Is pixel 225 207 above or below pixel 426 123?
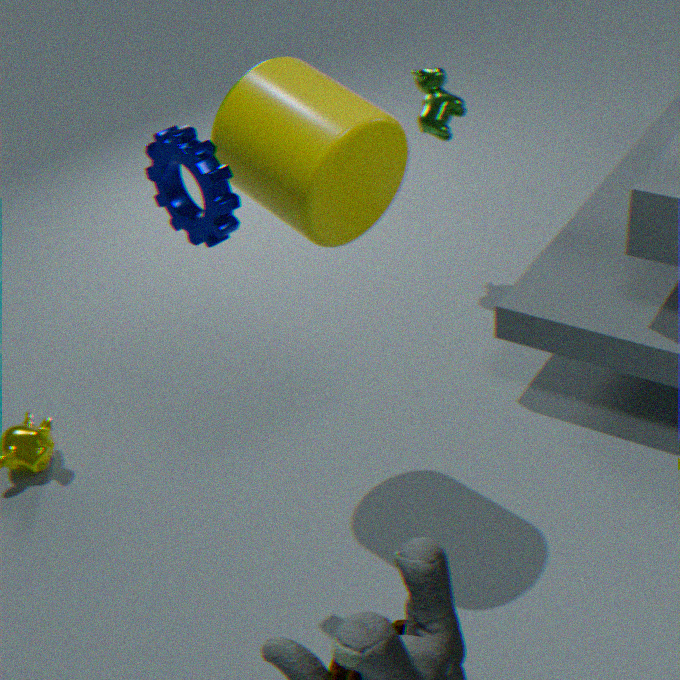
above
